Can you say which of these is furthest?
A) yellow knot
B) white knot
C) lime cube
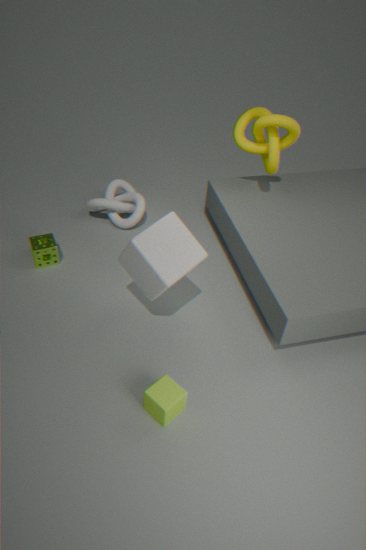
white knot
